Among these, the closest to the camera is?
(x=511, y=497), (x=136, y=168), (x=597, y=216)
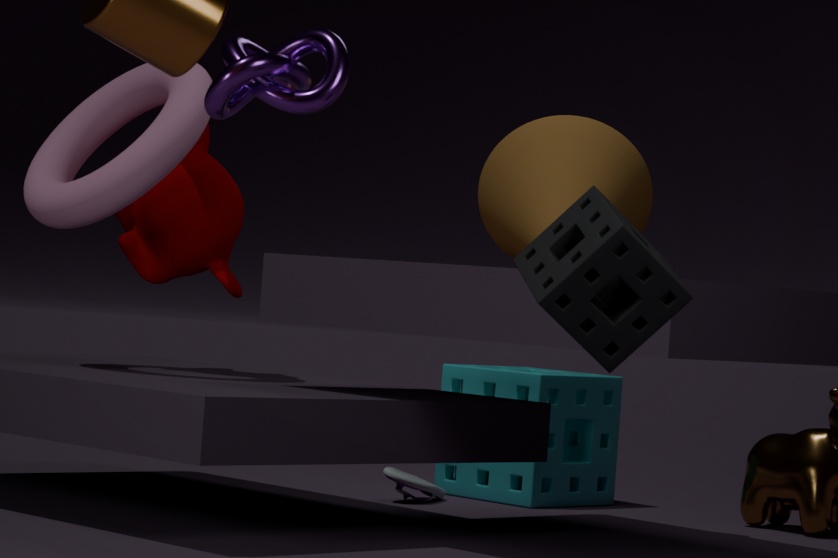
(x=597, y=216)
